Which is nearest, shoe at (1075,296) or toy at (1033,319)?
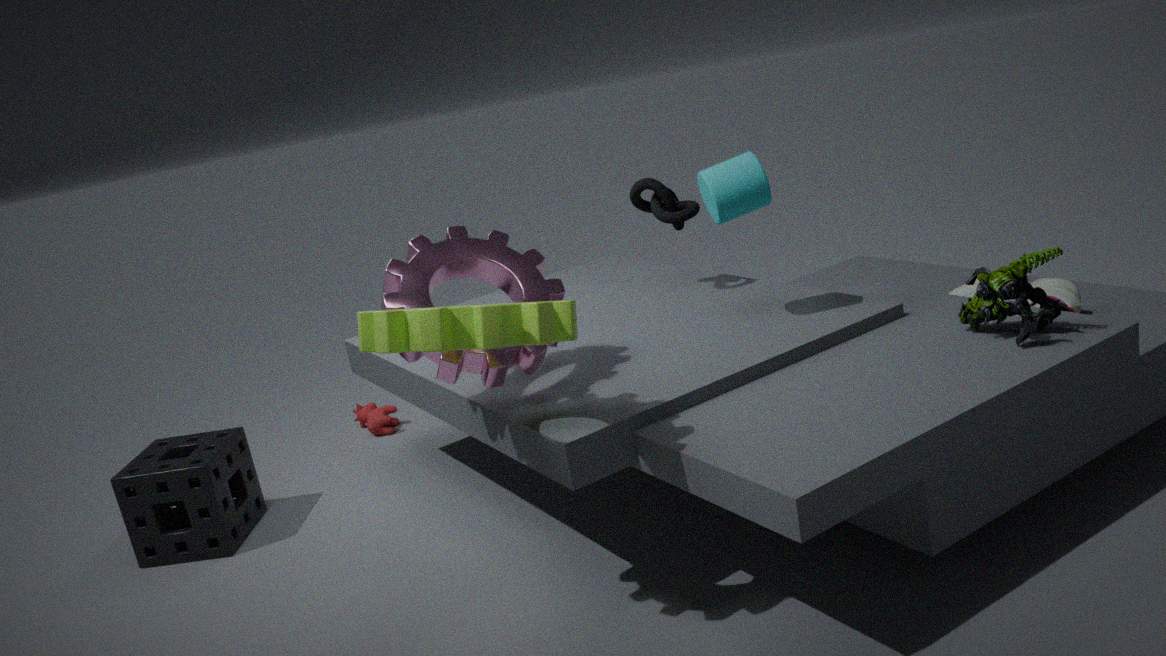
toy at (1033,319)
